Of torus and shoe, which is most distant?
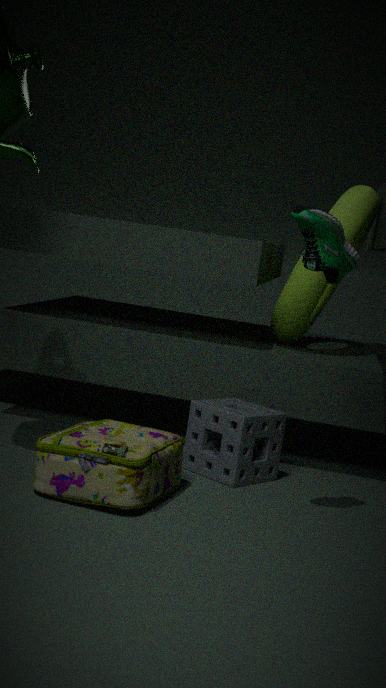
torus
